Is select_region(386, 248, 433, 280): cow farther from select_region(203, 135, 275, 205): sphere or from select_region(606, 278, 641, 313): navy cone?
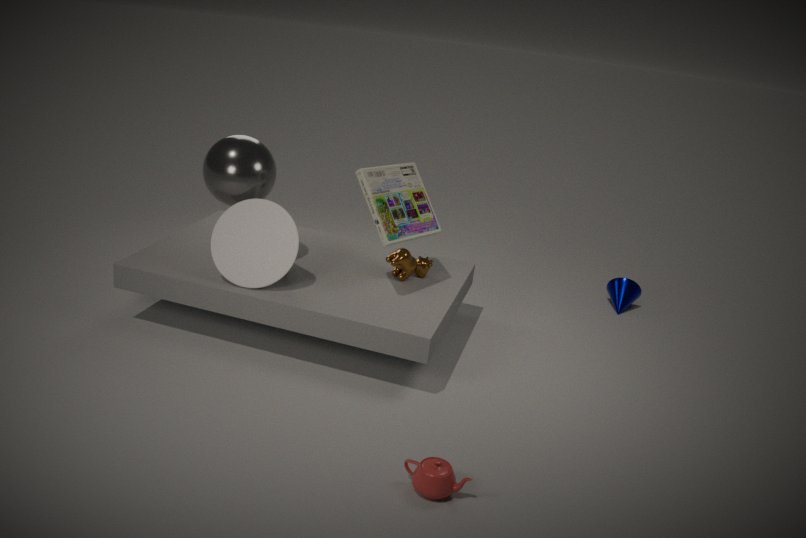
select_region(606, 278, 641, 313): navy cone
